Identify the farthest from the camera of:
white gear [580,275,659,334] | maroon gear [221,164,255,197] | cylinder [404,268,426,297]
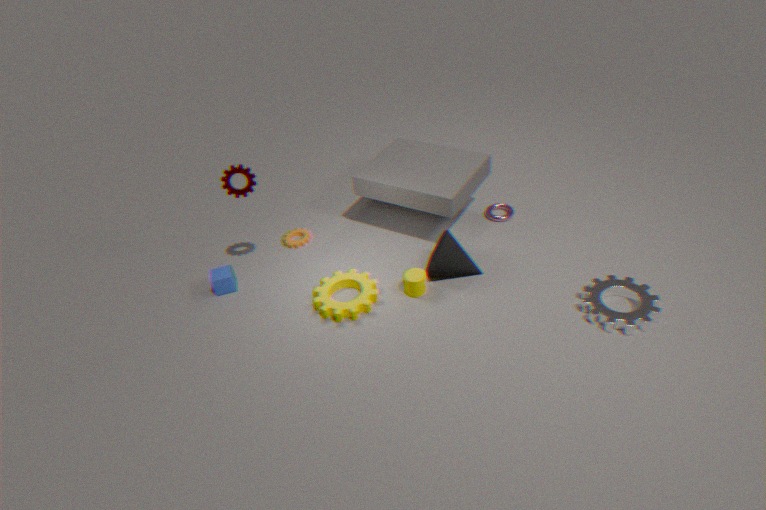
cylinder [404,268,426,297]
